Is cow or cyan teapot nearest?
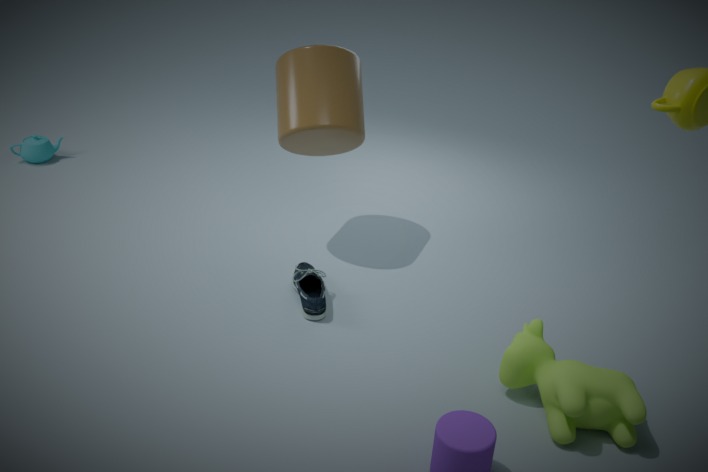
cow
